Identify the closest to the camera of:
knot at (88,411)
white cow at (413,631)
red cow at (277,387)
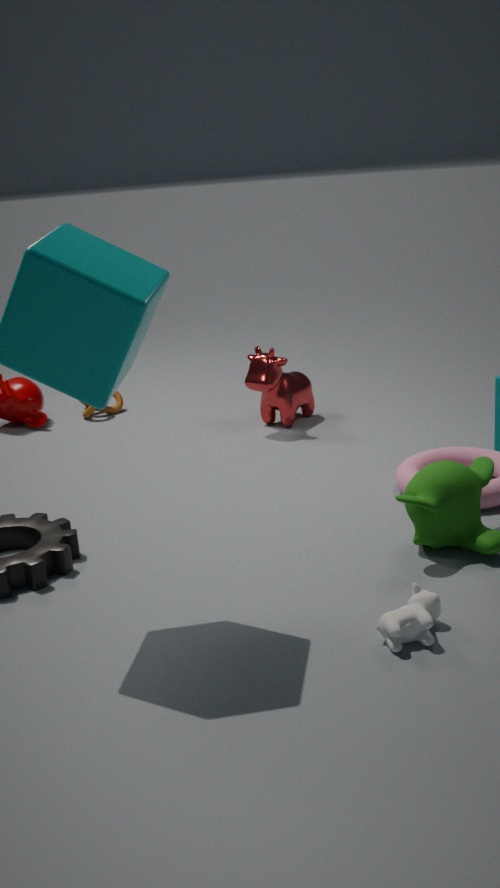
white cow at (413,631)
